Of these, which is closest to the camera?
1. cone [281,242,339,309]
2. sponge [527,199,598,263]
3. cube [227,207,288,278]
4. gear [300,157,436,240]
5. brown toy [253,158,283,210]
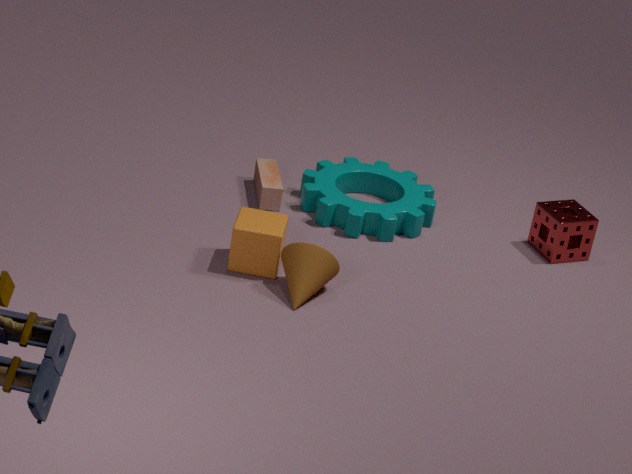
cone [281,242,339,309]
